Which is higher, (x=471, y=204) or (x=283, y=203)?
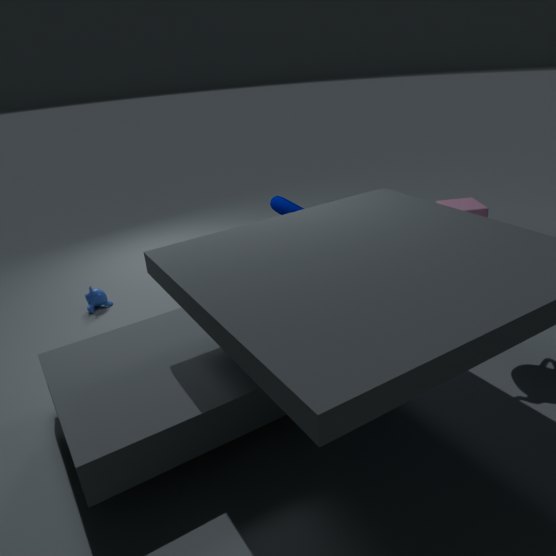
(x=283, y=203)
